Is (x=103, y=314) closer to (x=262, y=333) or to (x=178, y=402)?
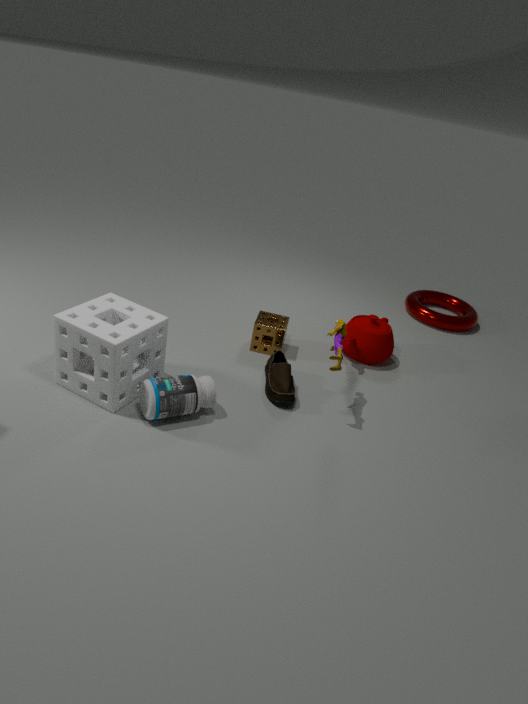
(x=178, y=402)
